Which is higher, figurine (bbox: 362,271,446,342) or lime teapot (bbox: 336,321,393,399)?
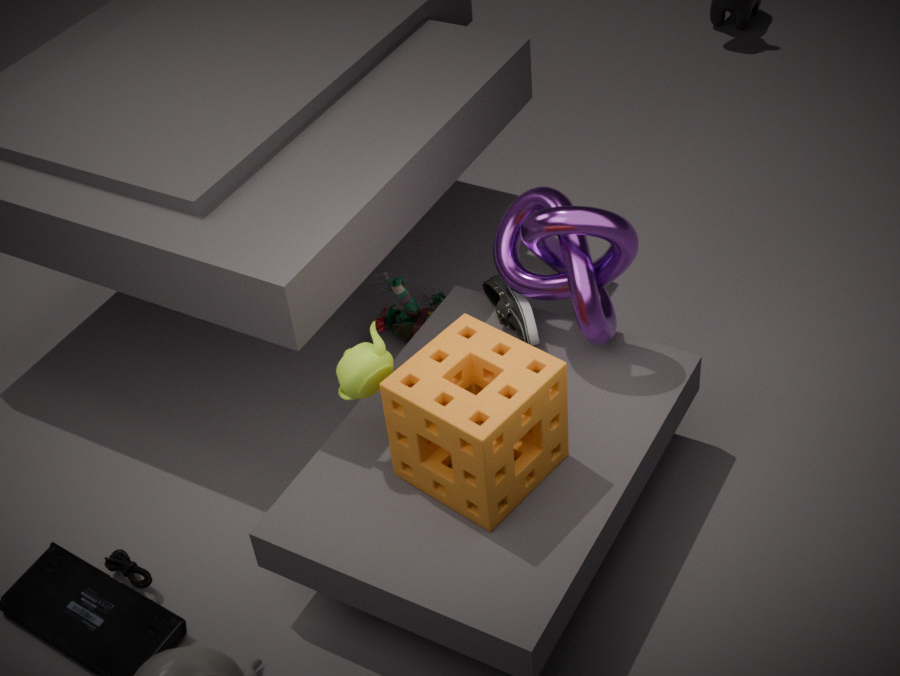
lime teapot (bbox: 336,321,393,399)
